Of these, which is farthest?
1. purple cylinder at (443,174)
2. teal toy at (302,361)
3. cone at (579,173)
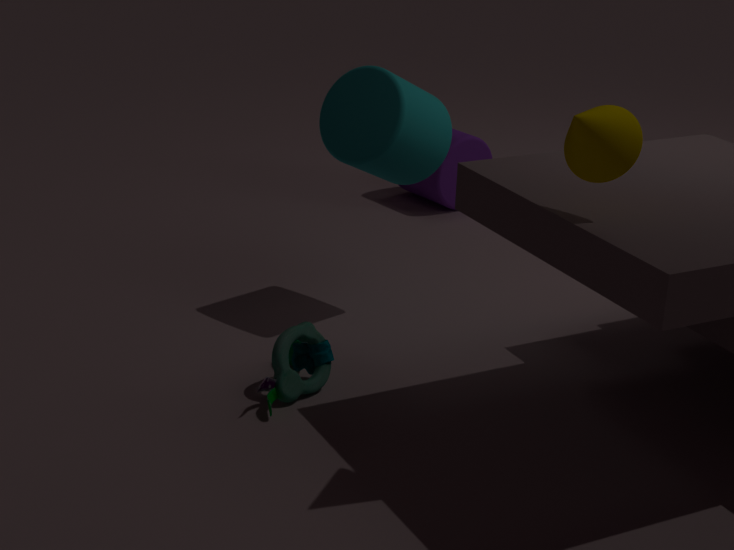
purple cylinder at (443,174)
